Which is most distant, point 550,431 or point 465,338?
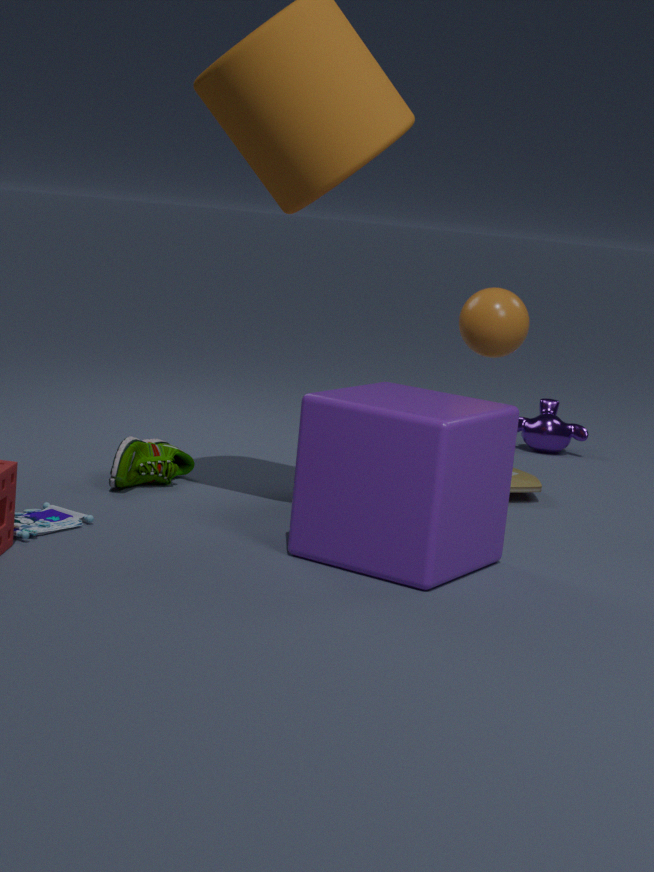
point 550,431
